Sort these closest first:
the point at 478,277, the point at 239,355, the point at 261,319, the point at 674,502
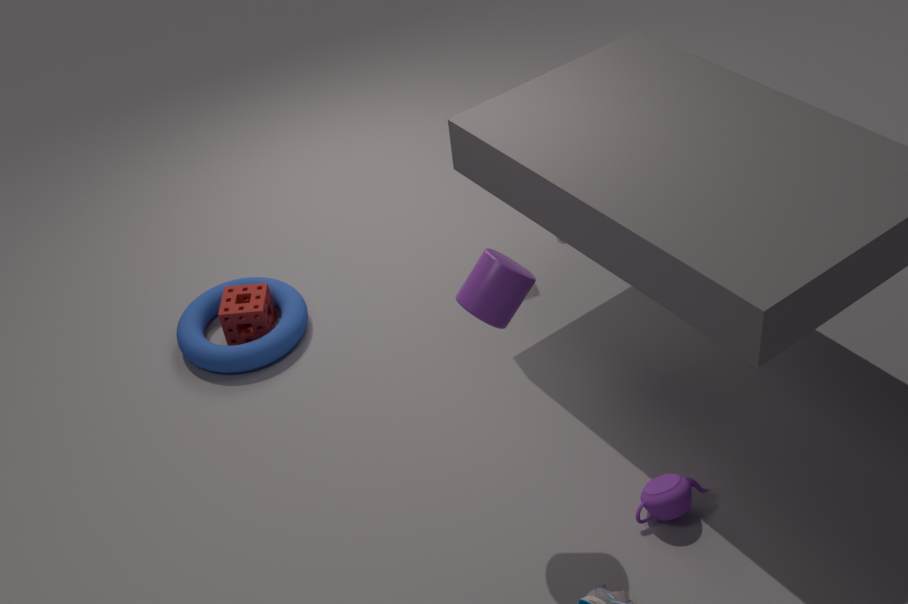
the point at 478,277 → the point at 674,502 → the point at 239,355 → the point at 261,319
